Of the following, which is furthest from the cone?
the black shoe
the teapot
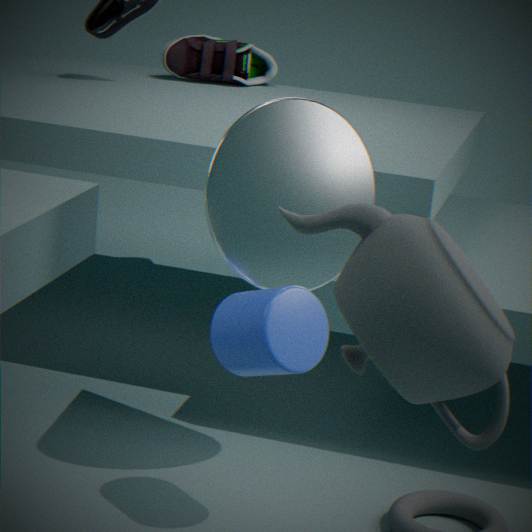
the black shoe
